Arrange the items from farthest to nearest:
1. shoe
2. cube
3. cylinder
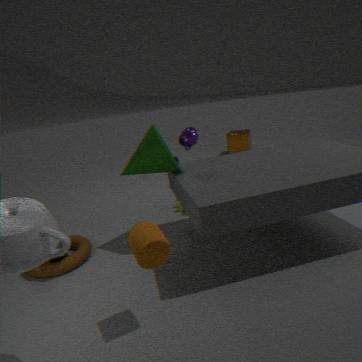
1. cube
2. shoe
3. cylinder
